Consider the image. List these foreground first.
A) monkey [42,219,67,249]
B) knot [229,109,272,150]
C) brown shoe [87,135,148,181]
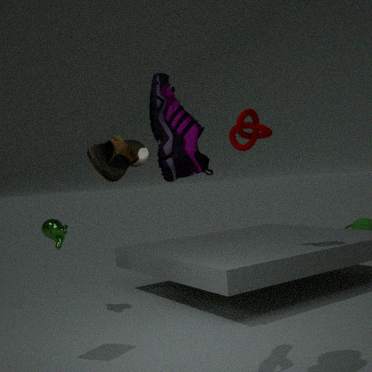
brown shoe [87,135,148,181] < knot [229,109,272,150] < monkey [42,219,67,249]
